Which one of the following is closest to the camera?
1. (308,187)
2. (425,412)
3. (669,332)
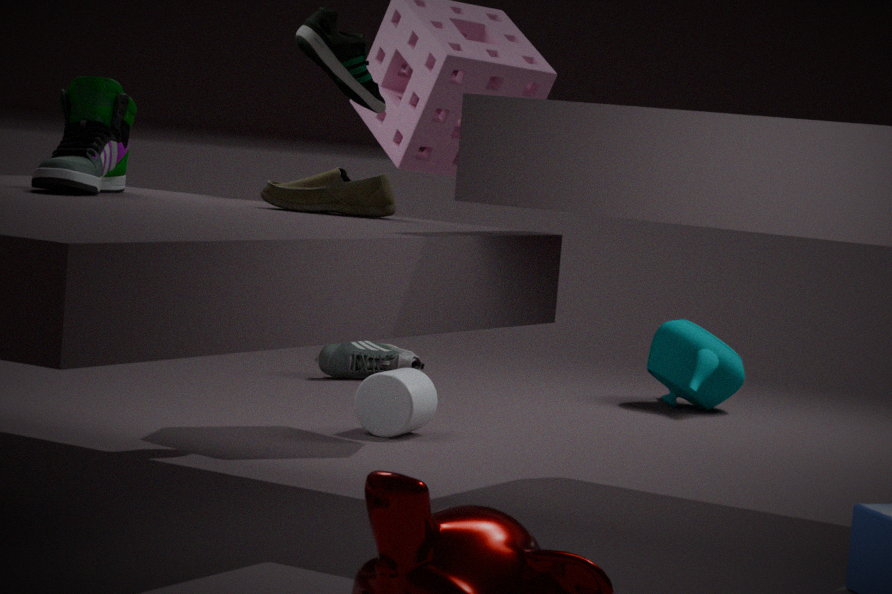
(308,187)
